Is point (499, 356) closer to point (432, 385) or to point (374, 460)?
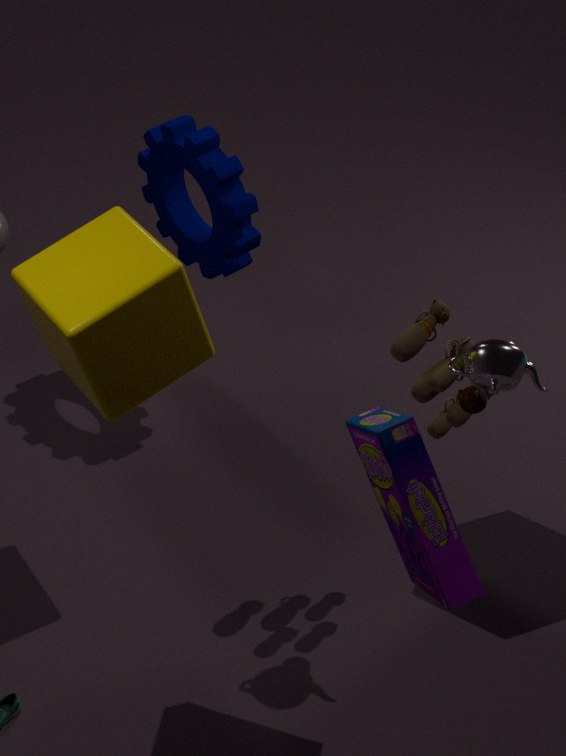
point (432, 385)
